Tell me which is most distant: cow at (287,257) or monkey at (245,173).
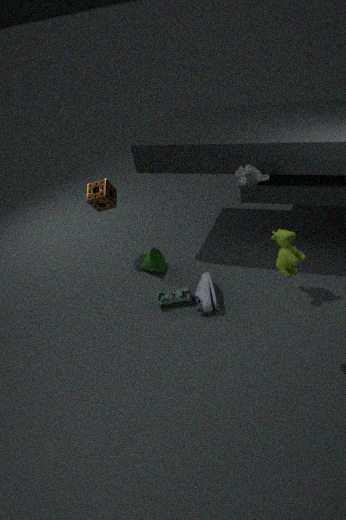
monkey at (245,173)
